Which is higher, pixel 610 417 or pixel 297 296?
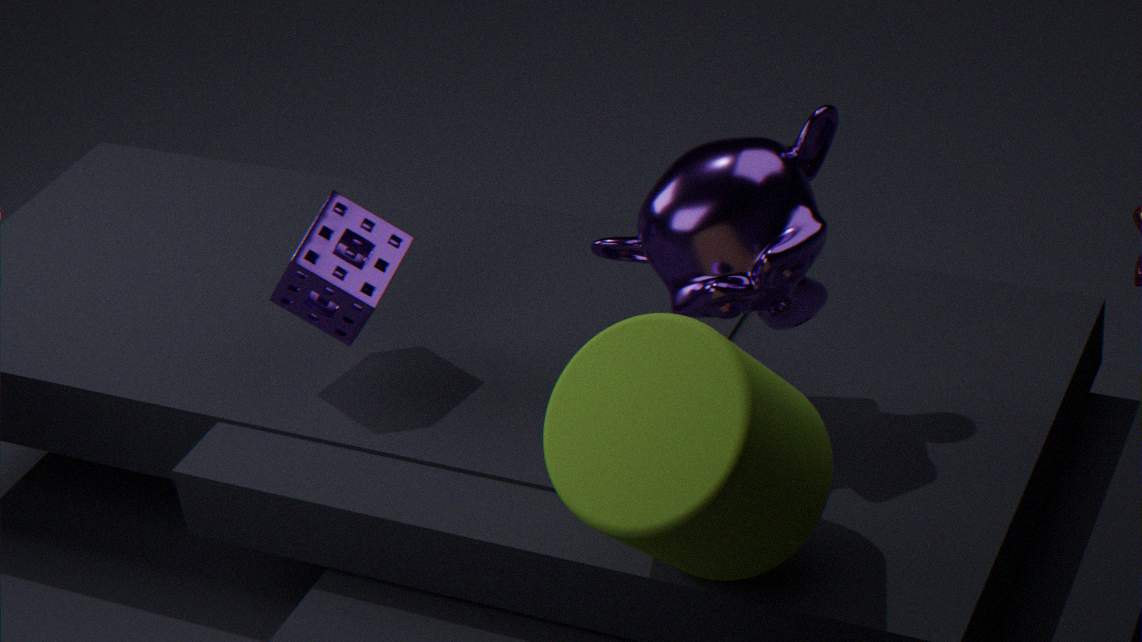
pixel 610 417
